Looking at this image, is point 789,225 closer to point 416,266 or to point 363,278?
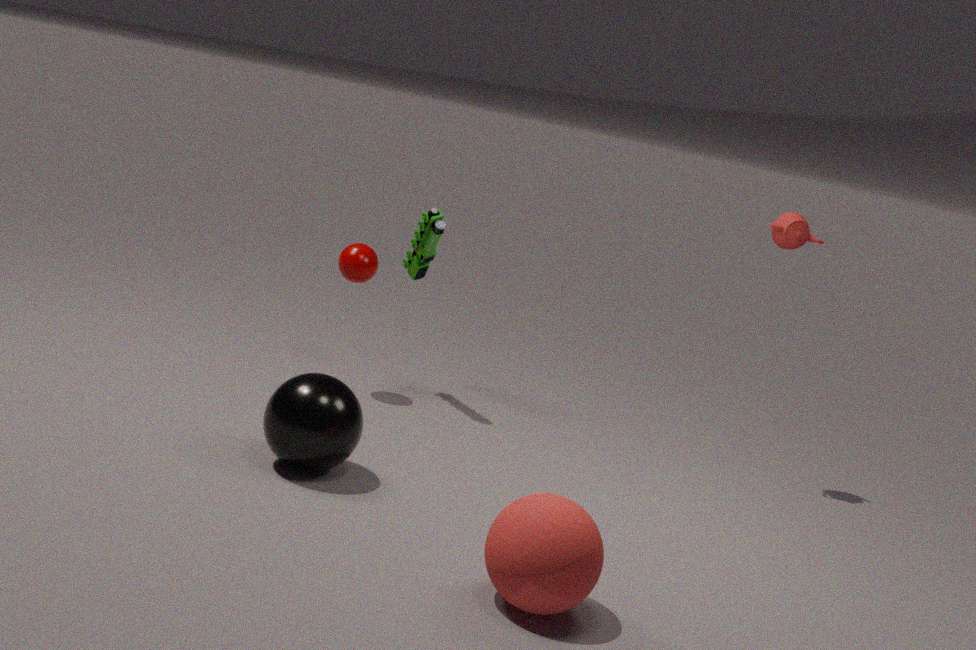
point 416,266
